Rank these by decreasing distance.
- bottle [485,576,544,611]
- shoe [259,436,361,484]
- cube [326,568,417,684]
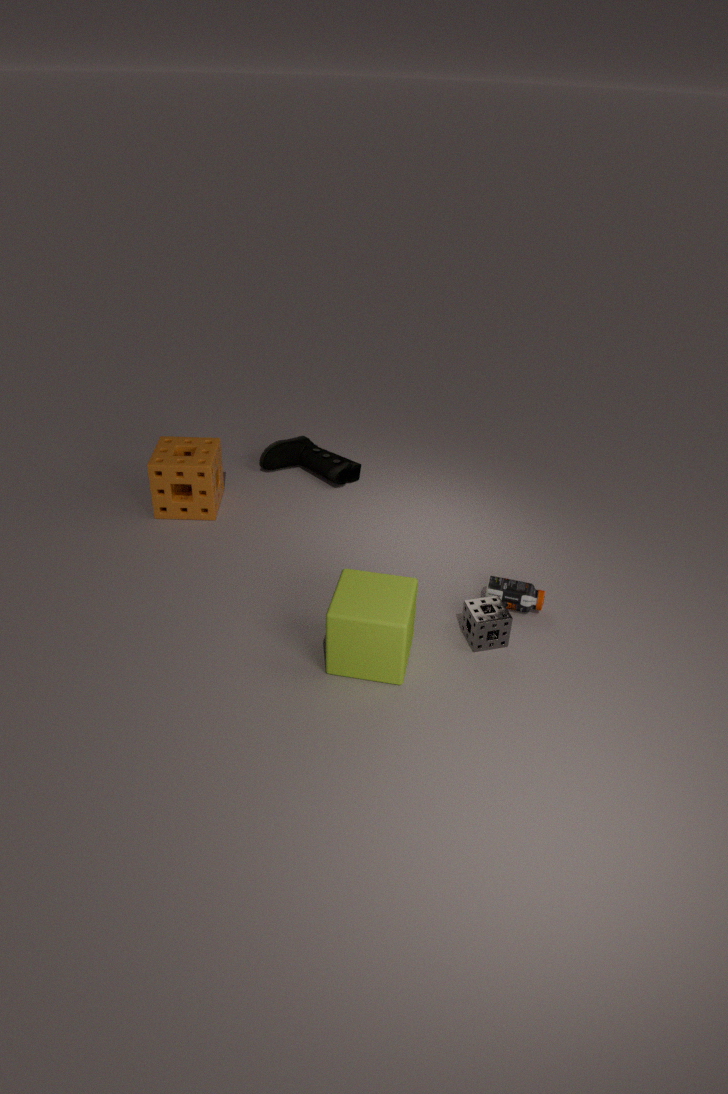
shoe [259,436,361,484] → bottle [485,576,544,611] → cube [326,568,417,684]
